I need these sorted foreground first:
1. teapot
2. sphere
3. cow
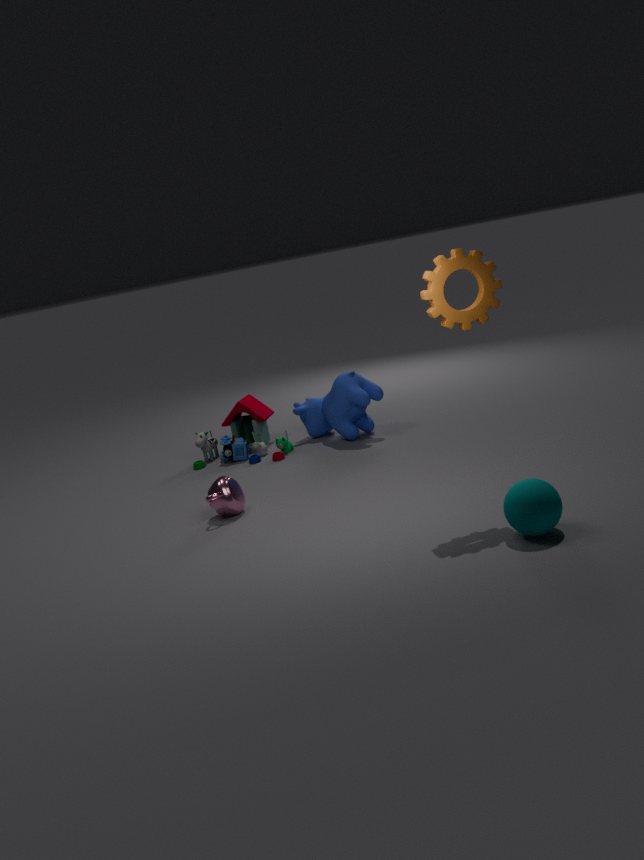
sphere → teapot → cow
